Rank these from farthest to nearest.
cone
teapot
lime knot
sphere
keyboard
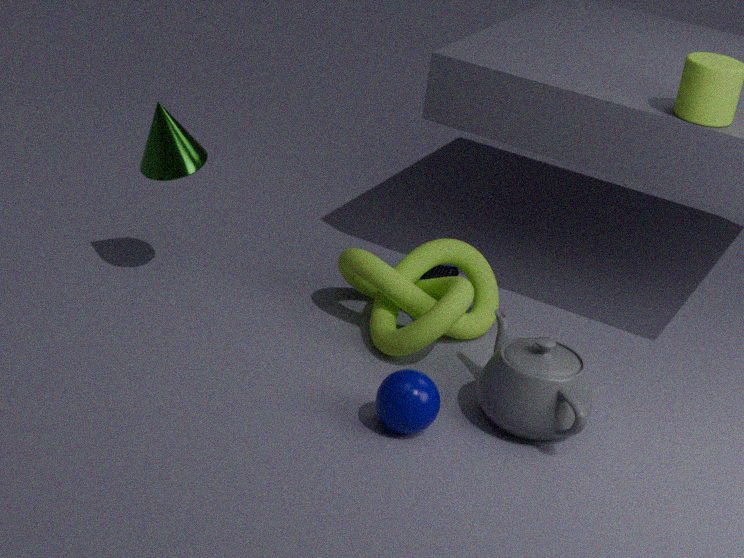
keyboard
cone
lime knot
teapot
sphere
